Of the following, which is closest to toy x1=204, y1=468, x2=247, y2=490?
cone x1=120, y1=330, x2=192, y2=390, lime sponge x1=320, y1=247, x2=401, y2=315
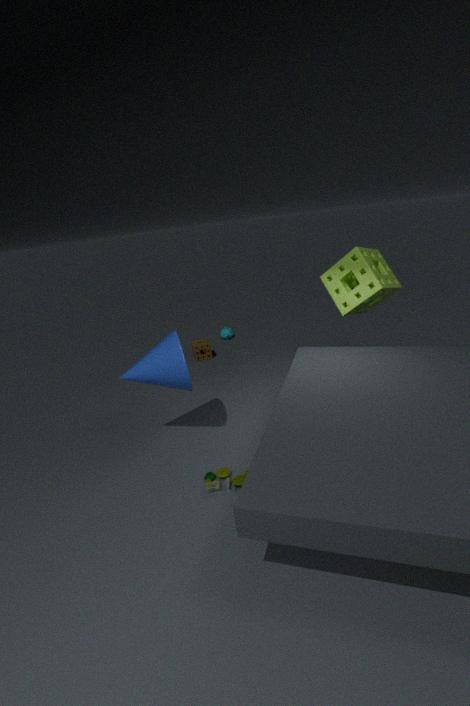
cone x1=120, y1=330, x2=192, y2=390
